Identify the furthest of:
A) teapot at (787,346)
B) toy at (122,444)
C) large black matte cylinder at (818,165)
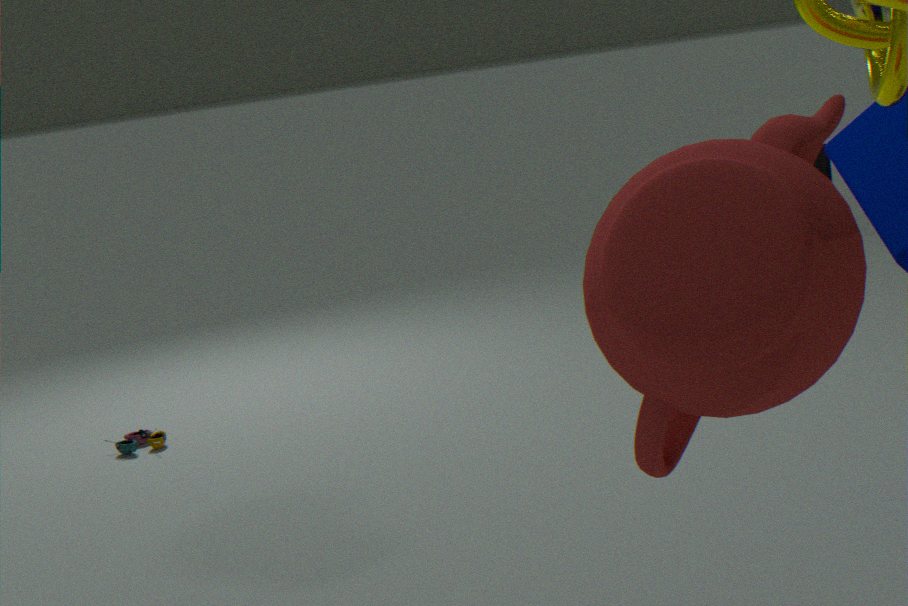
large black matte cylinder at (818,165)
